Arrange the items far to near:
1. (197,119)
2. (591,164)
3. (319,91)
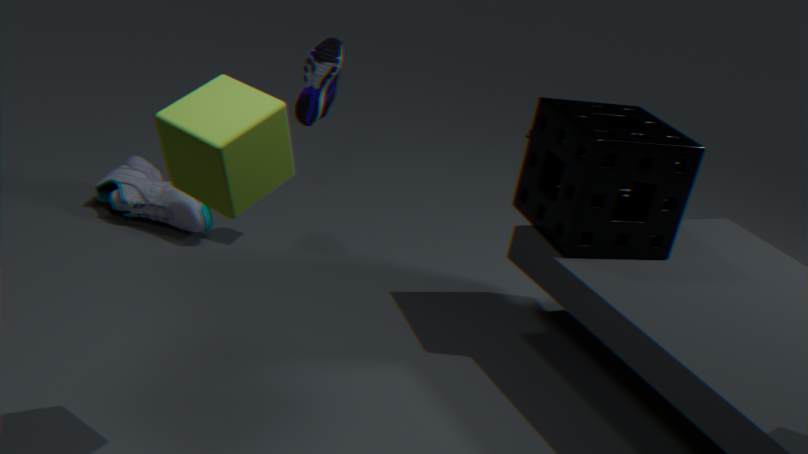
(319,91) < (591,164) < (197,119)
